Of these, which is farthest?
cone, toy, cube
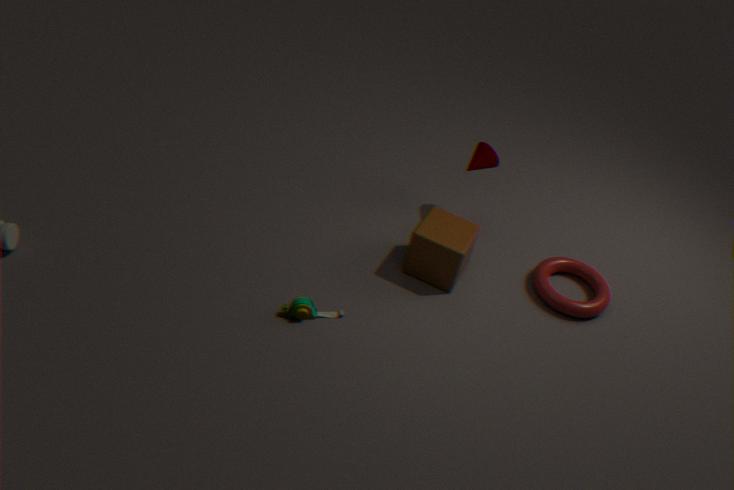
cone
